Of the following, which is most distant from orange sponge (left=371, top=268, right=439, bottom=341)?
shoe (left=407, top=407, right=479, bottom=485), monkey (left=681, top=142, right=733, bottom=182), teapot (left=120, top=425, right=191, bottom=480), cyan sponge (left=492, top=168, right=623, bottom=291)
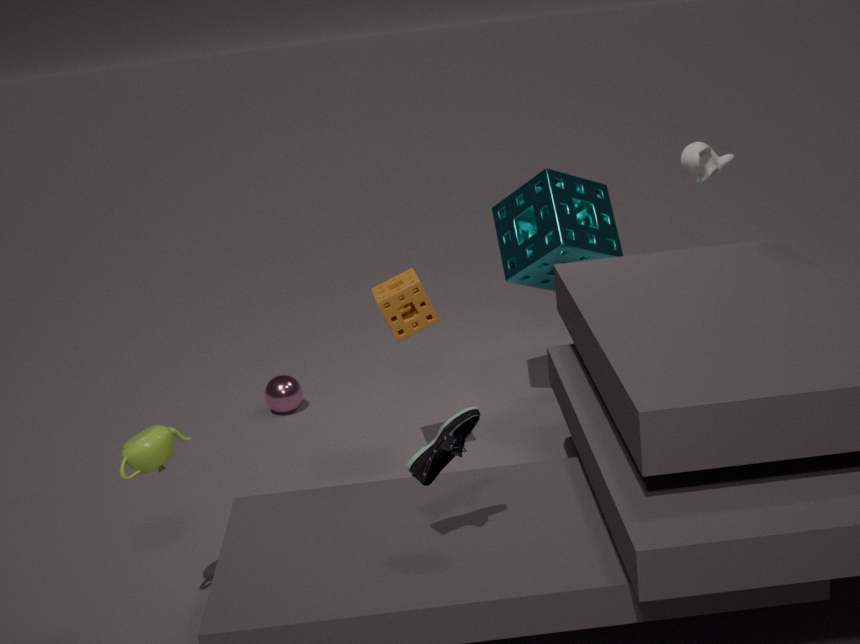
monkey (left=681, top=142, right=733, bottom=182)
